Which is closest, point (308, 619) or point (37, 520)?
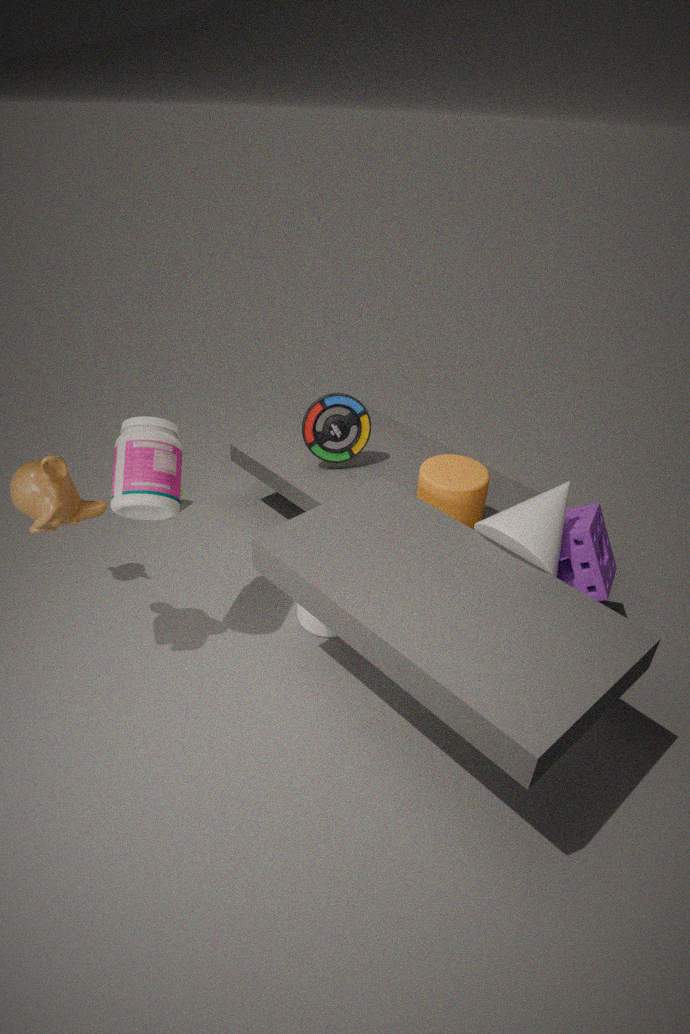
point (37, 520)
